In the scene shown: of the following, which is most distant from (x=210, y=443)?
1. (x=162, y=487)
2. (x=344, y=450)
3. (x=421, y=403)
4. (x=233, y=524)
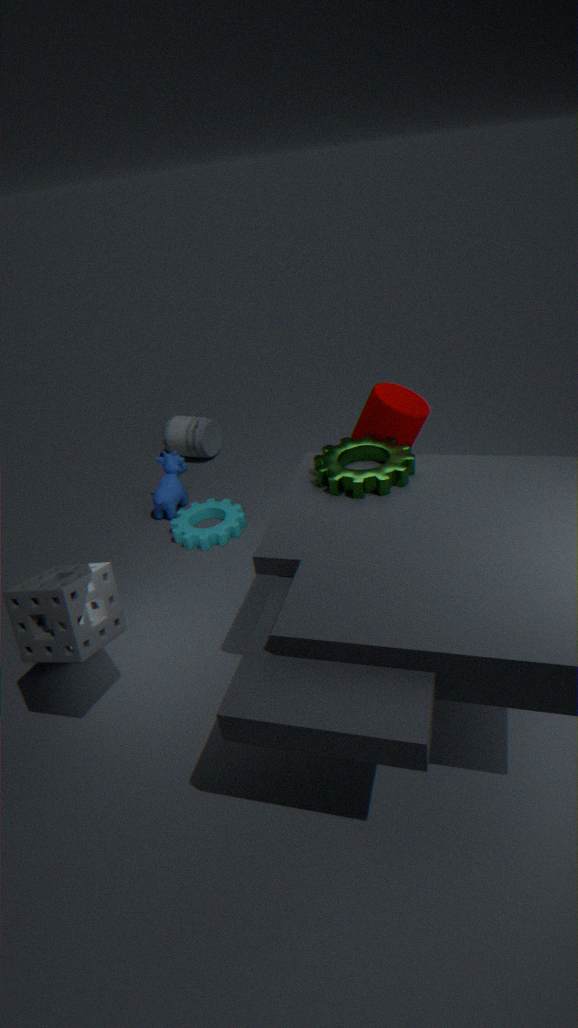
(x=344, y=450)
